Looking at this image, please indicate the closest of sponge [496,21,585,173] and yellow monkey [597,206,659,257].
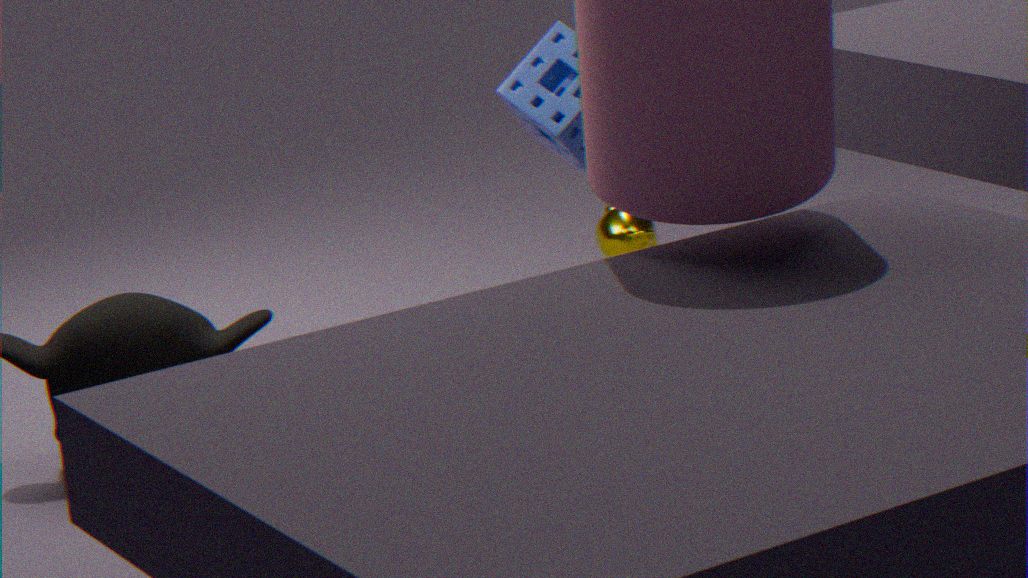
sponge [496,21,585,173]
